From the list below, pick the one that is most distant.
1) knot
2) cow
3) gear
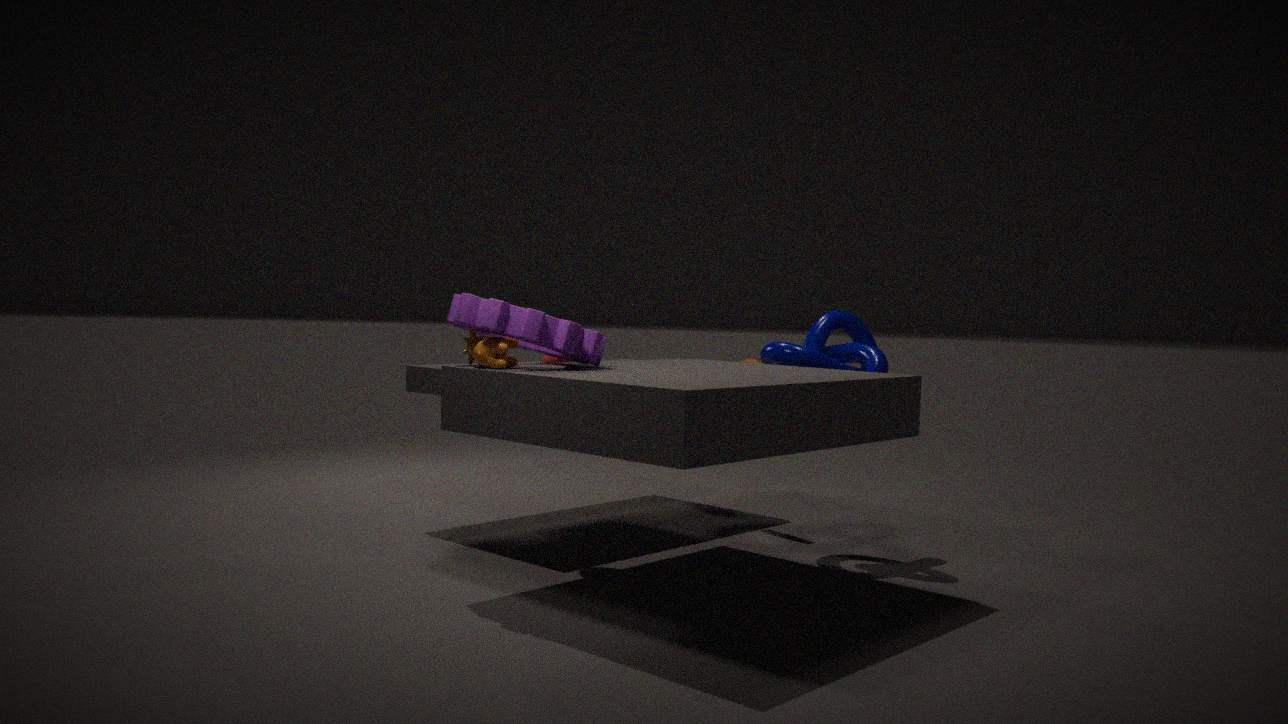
1. knot
